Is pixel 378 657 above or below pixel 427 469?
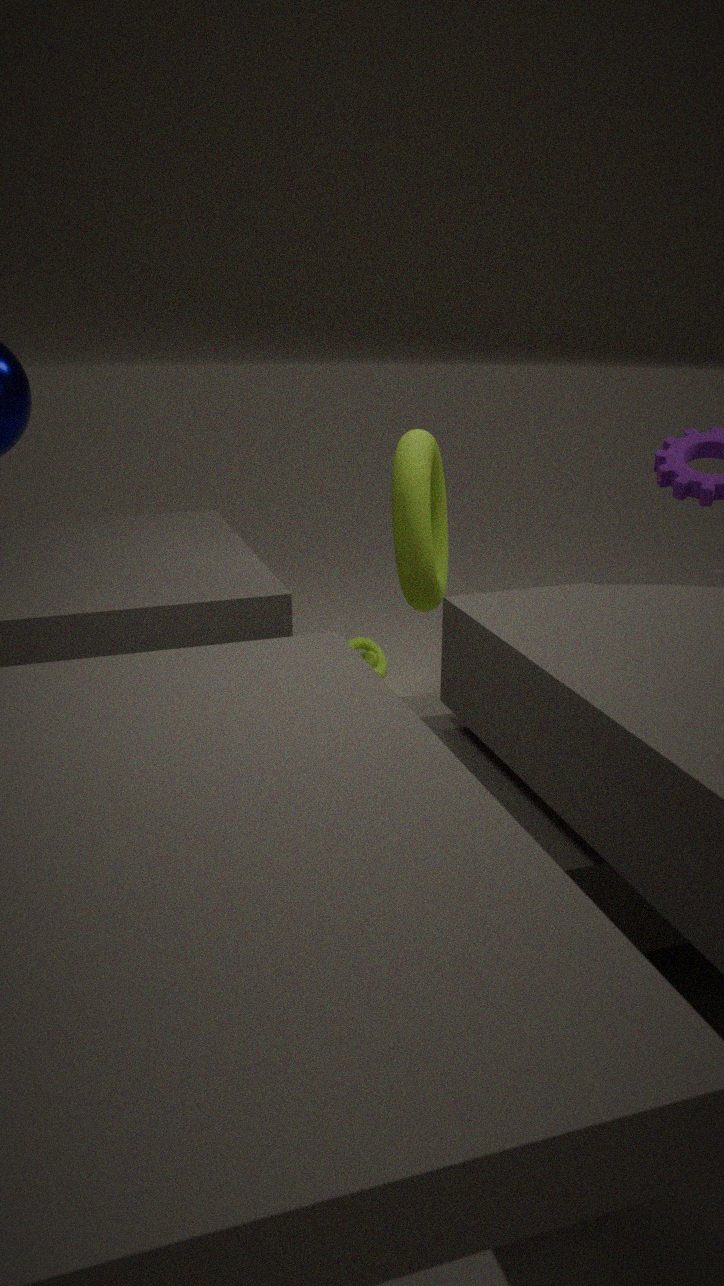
below
